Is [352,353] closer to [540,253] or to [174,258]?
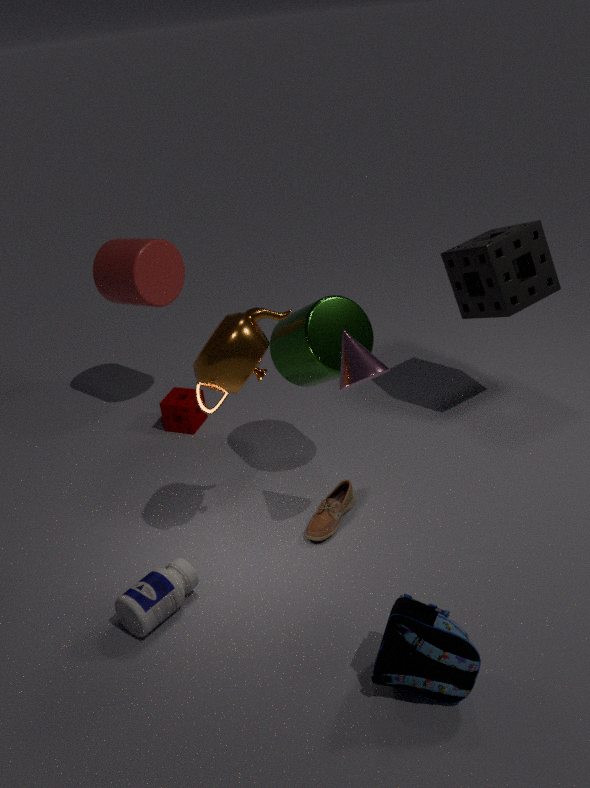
[540,253]
